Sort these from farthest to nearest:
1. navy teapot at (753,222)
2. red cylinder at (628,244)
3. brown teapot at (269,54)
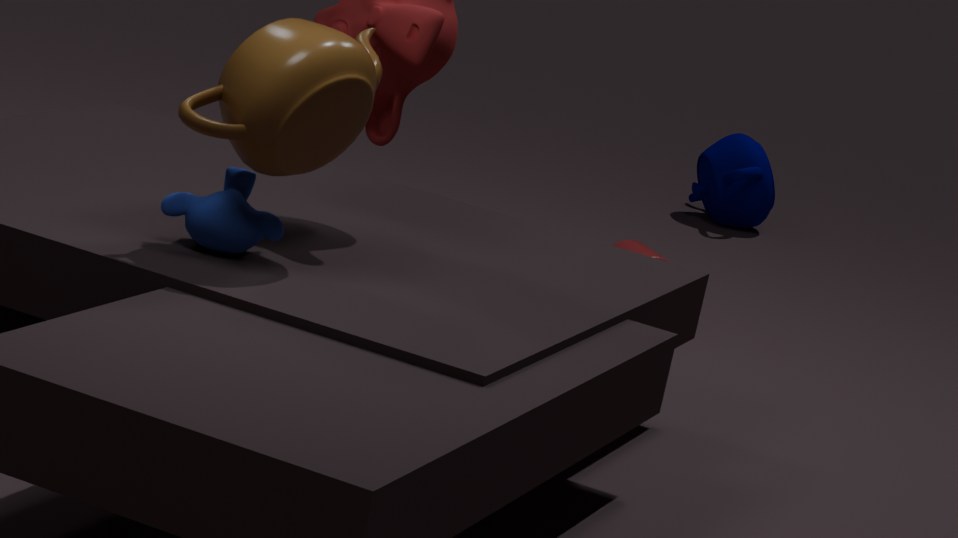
navy teapot at (753,222) < red cylinder at (628,244) < brown teapot at (269,54)
